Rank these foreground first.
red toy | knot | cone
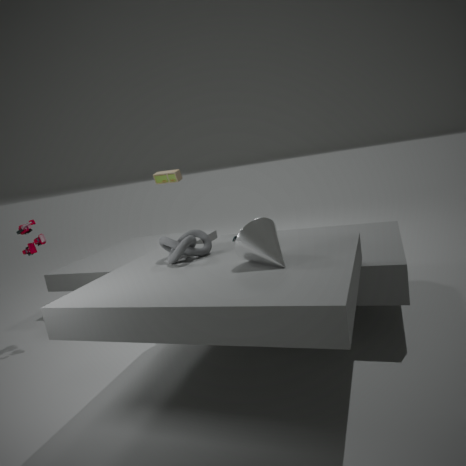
cone < knot < red toy
